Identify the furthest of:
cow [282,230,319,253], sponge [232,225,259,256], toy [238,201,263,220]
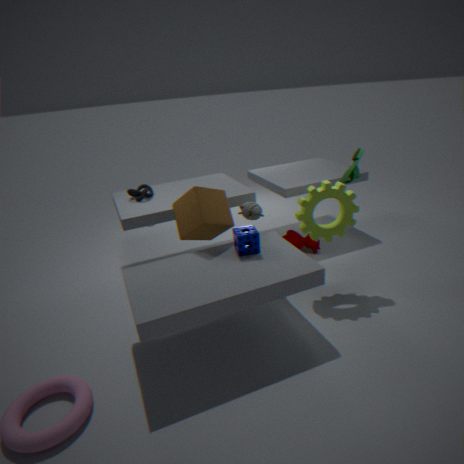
cow [282,230,319,253]
